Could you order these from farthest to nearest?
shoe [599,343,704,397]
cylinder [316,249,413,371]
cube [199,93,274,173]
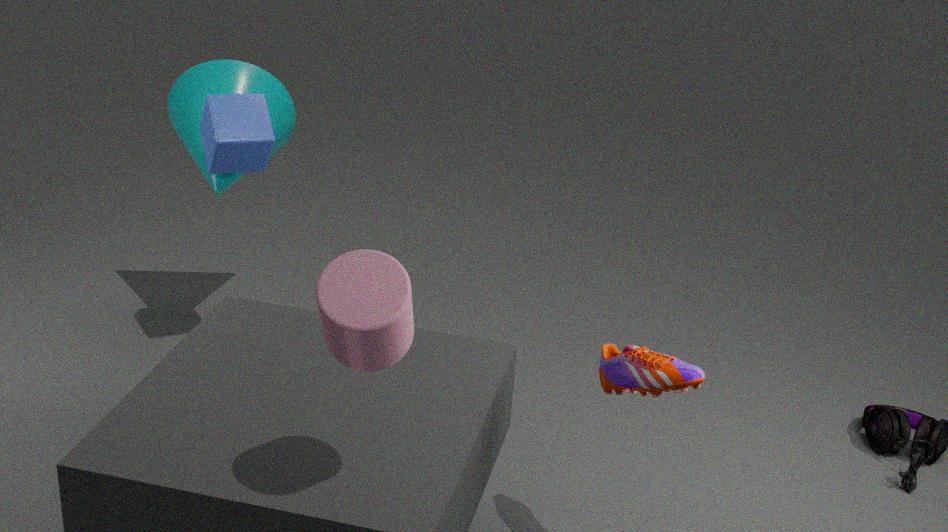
cube [199,93,274,173], shoe [599,343,704,397], cylinder [316,249,413,371]
